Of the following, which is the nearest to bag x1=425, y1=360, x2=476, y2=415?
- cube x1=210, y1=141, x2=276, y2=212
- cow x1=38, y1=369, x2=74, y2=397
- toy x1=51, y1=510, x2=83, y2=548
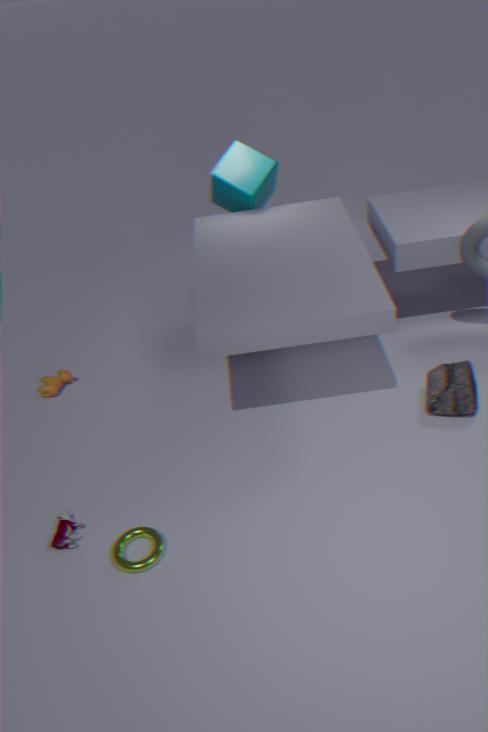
cube x1=210, y1=141, x2=276, y2=212
